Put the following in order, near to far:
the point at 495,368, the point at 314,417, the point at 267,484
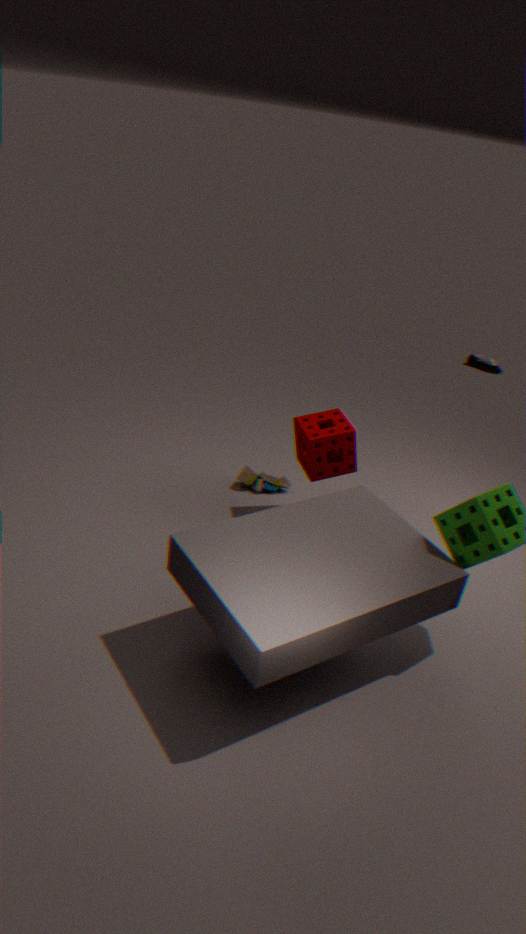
the point at 314,417 < the point at 267,484 < the point at 495,368
